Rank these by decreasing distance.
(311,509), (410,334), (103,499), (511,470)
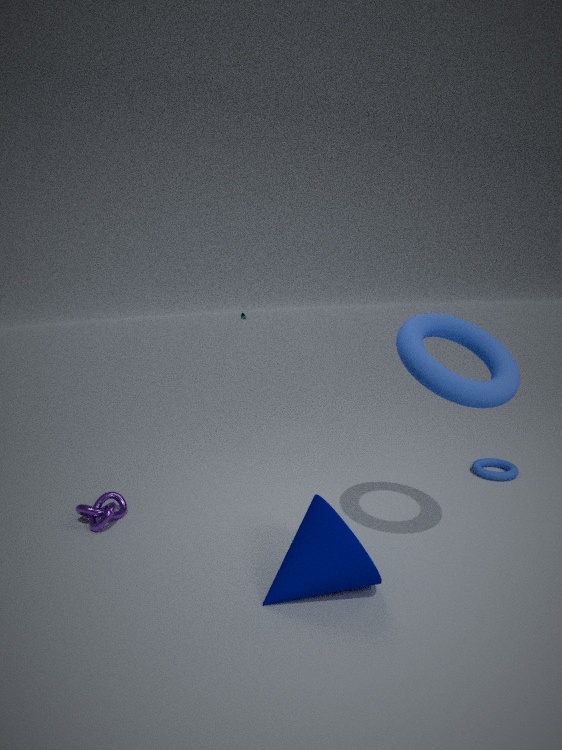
(511,470)
(103,499)
(410,334)
(311,509)
